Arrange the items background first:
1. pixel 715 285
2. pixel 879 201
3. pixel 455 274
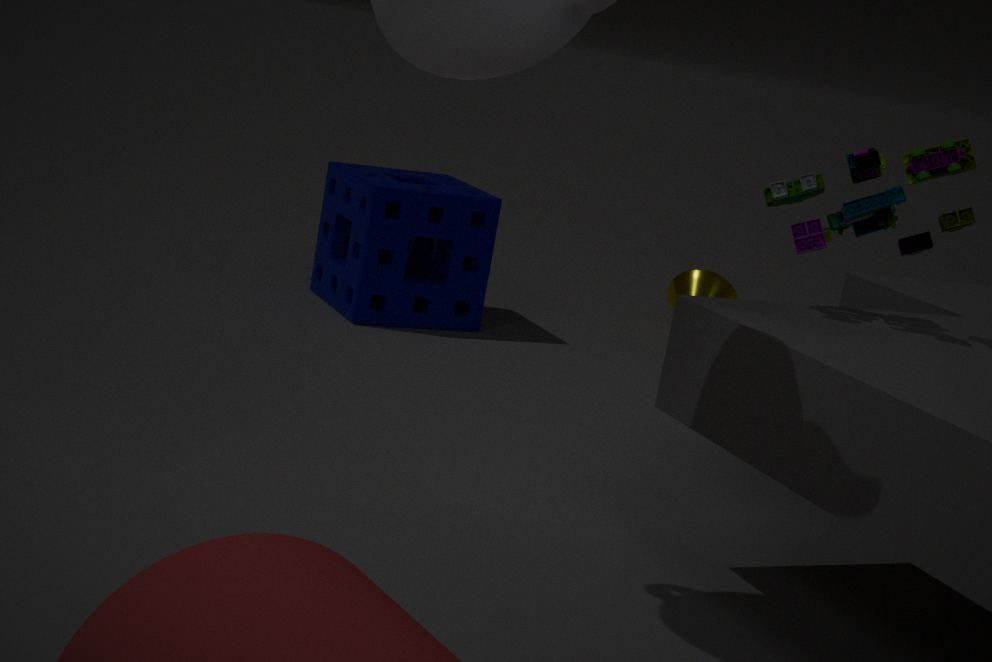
pixel 715 285, pixel 455 274, pixel 879 201
